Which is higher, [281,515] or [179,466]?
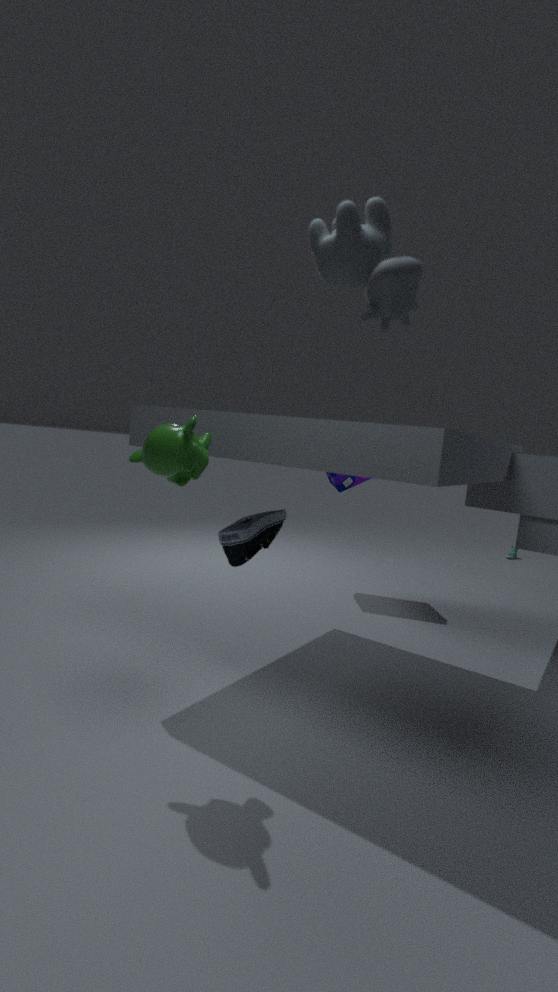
[179,466]
